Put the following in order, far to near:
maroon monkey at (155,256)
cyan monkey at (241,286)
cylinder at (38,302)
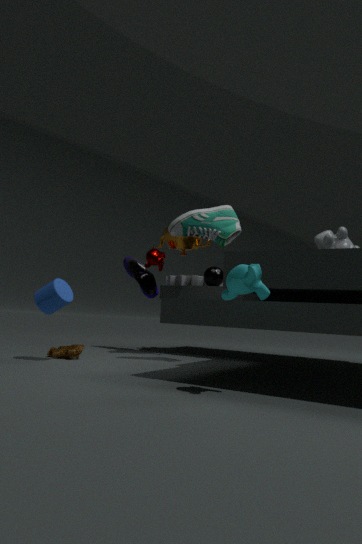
1. maroon monkey at (155,256)
2. cylinder at (38,302)
3. cyan monkey at (241,286)
